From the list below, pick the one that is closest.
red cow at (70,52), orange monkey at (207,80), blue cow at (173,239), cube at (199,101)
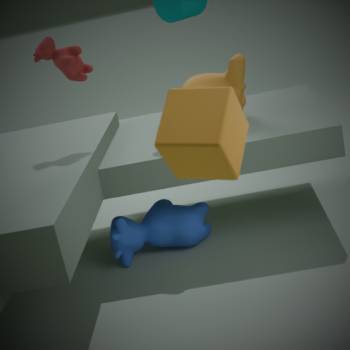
cube at (199,101)
